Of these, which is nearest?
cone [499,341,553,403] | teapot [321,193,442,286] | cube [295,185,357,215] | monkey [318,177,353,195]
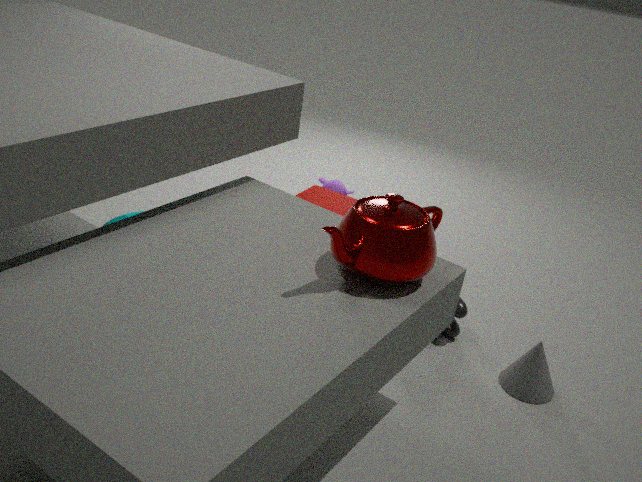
teapot [321,193,442,286]
